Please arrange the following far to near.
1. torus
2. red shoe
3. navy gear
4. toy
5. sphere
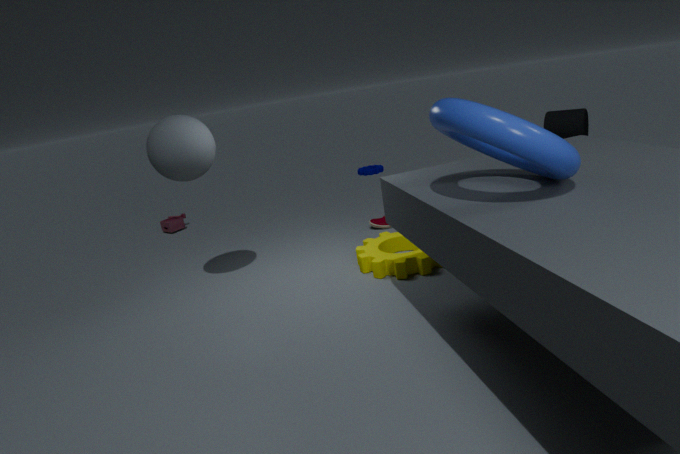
navy gear, toy, red shoe, sphere, torus
